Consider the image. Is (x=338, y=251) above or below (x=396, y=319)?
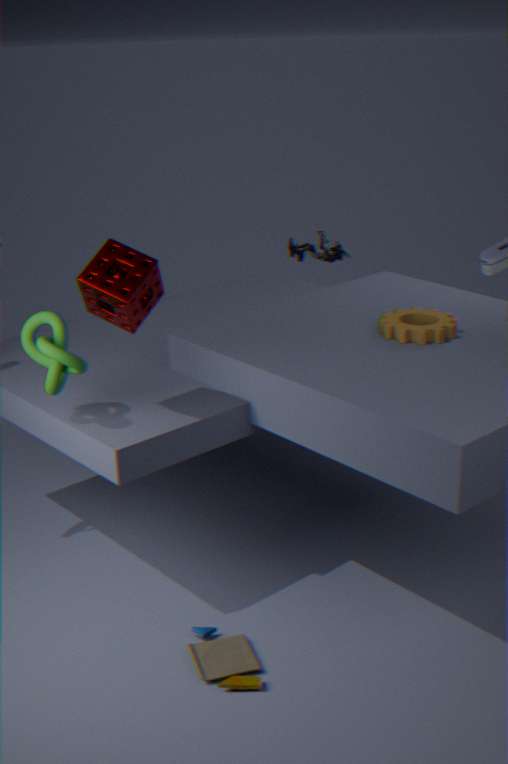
below
